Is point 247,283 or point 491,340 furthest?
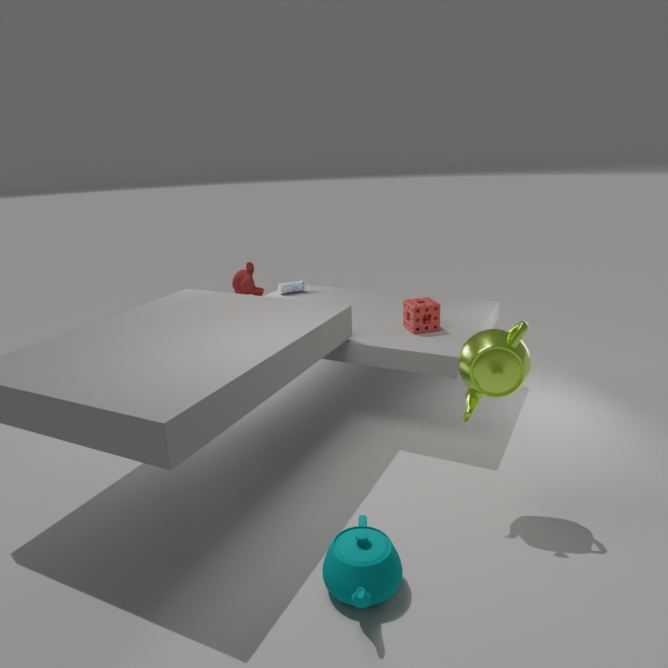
point 247,283
